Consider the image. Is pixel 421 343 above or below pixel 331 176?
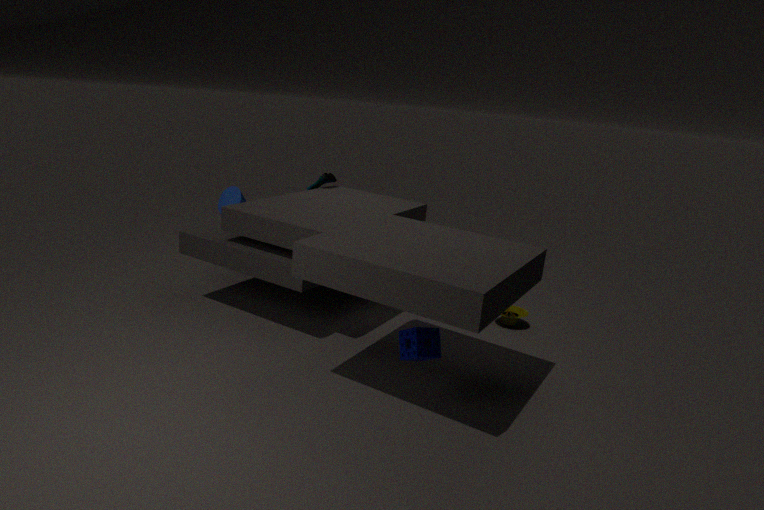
below
